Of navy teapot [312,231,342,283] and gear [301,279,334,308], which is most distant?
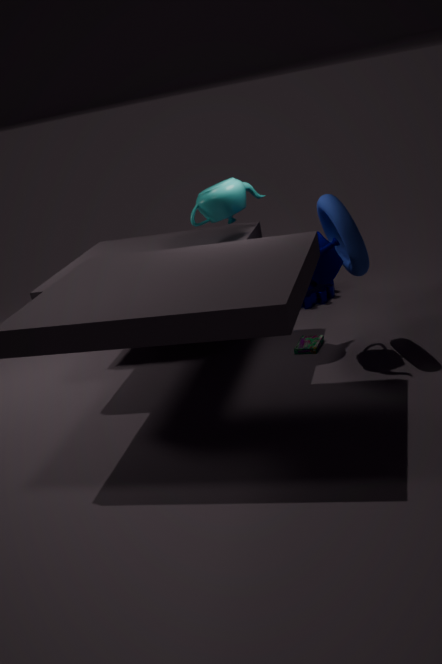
gear [301,279,334,308]
